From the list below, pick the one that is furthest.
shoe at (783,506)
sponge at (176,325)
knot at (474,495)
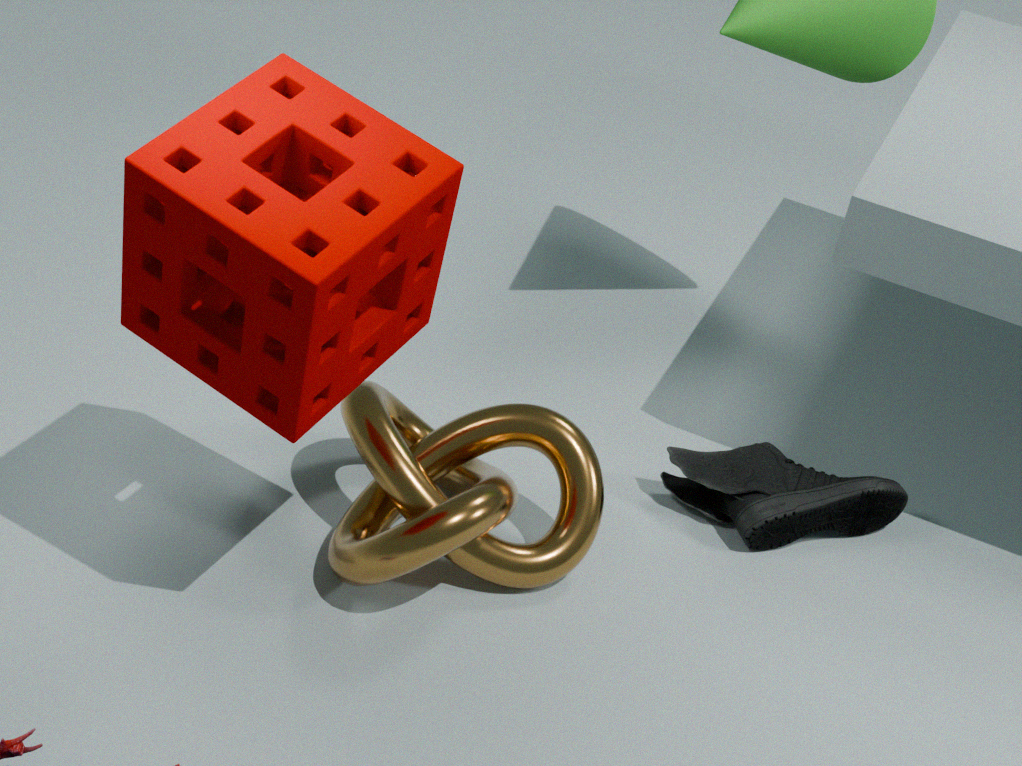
shoe at (783,506)
